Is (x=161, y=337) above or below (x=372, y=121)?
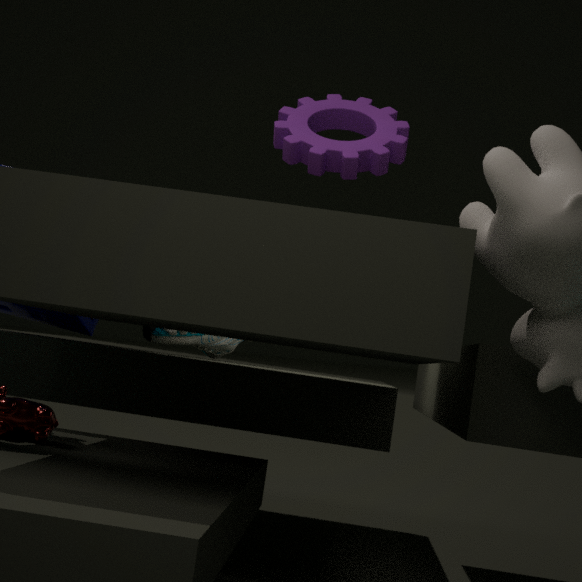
below
